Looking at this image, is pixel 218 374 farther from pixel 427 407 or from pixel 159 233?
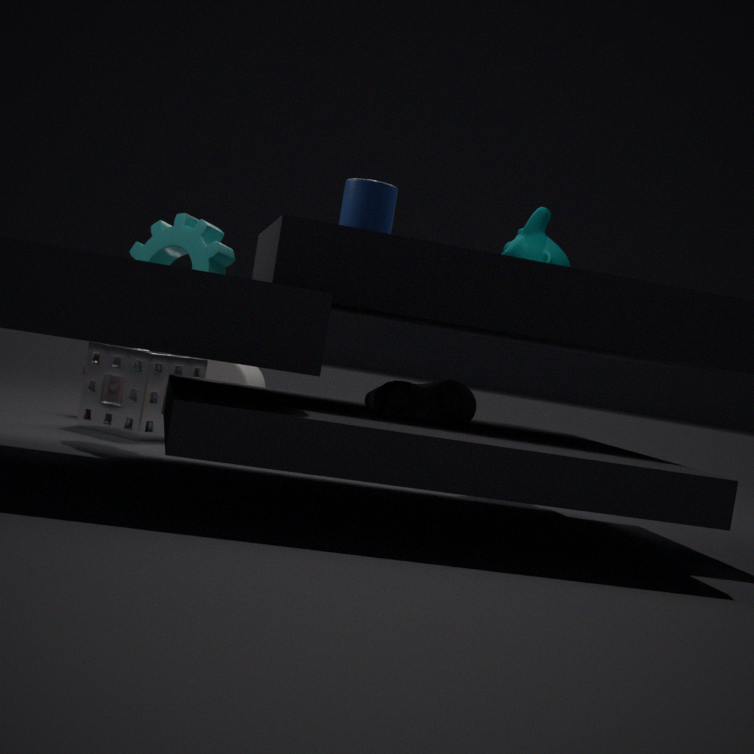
pixel 427 407
